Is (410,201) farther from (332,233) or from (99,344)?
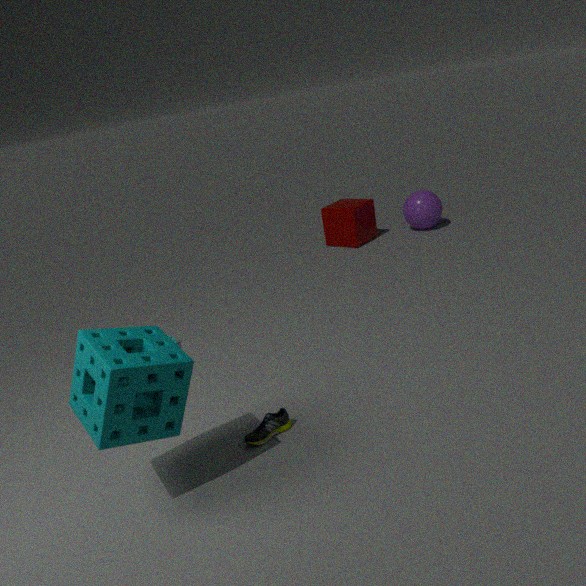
(99,344)
